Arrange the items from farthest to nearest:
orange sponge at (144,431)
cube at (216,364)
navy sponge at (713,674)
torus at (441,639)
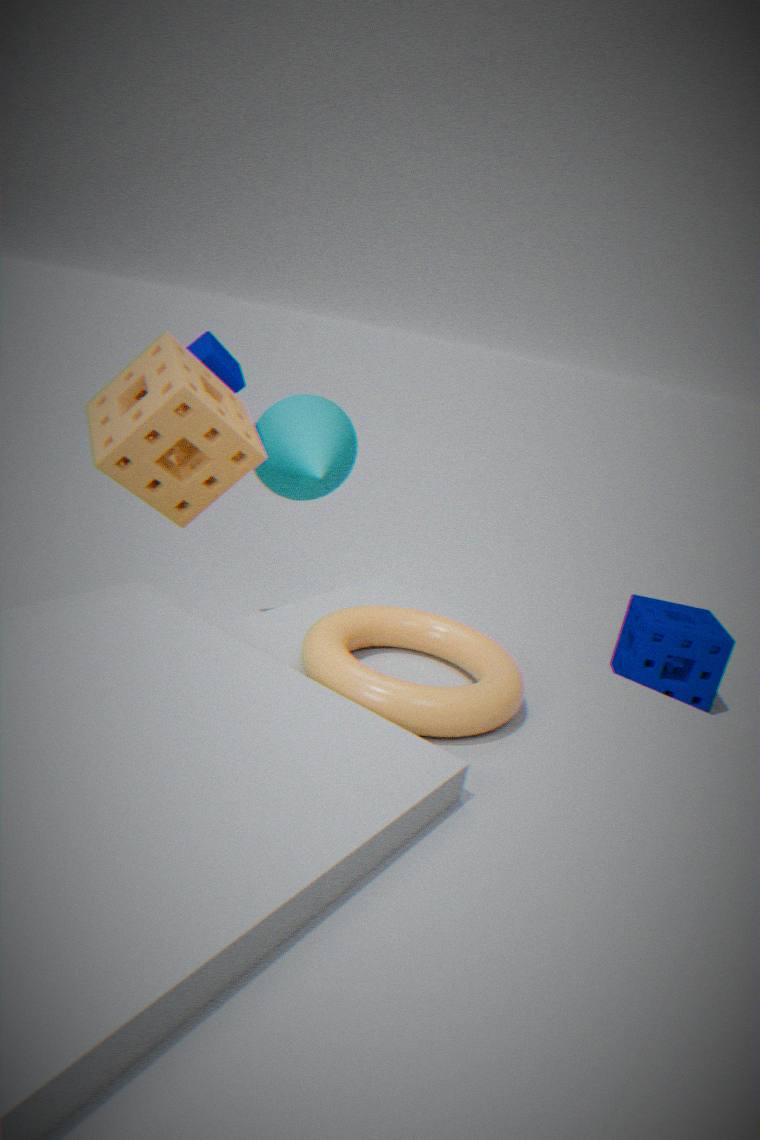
navy sponge at (713,674) → cube at (216,364) → orange sponge at (144,431) → torus at (441,639)
